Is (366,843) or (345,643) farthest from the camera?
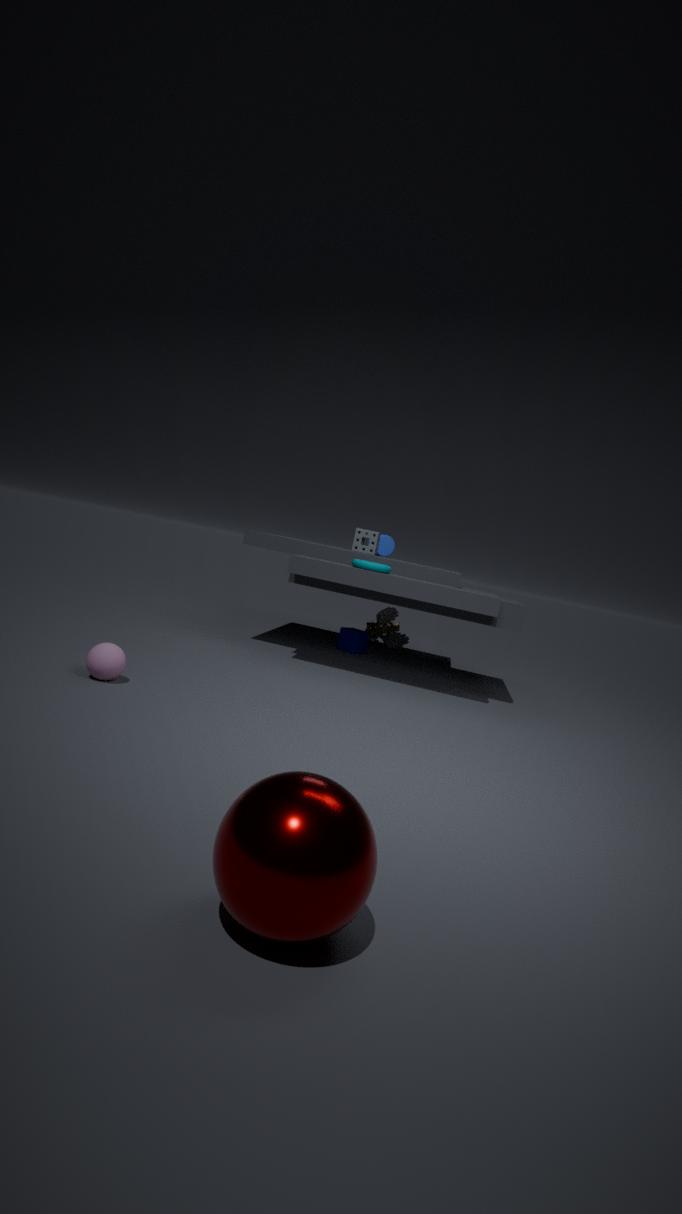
(345,643)
